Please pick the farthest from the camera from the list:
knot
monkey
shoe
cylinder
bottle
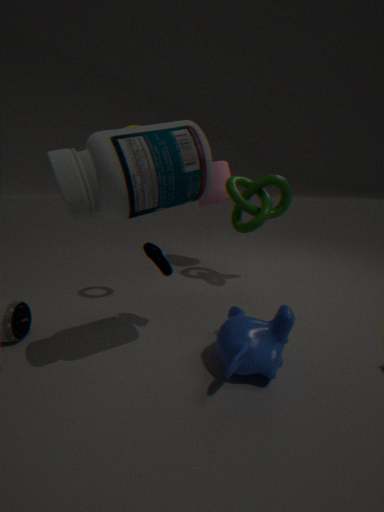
cylinder
